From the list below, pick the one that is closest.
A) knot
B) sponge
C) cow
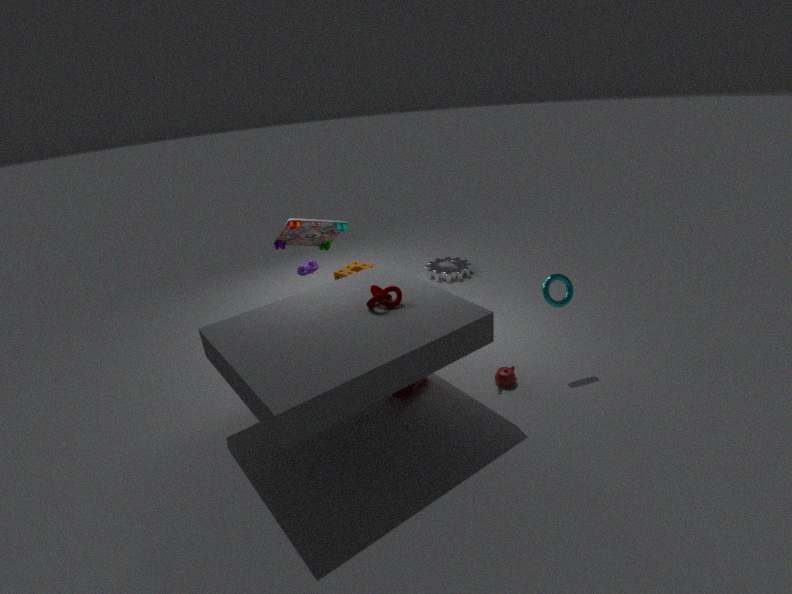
A. knot
